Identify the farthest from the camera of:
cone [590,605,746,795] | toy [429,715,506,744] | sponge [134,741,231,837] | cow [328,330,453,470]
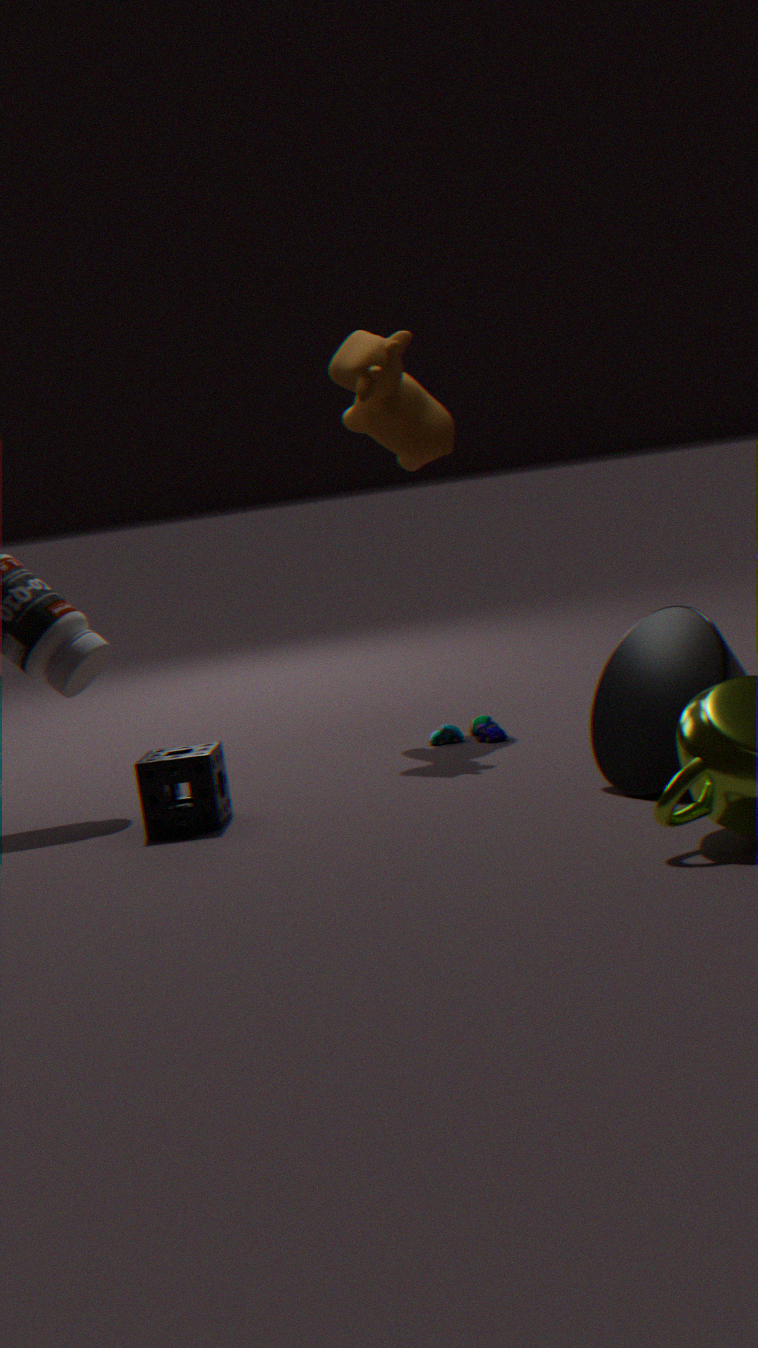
cow [328,330,453,470]
